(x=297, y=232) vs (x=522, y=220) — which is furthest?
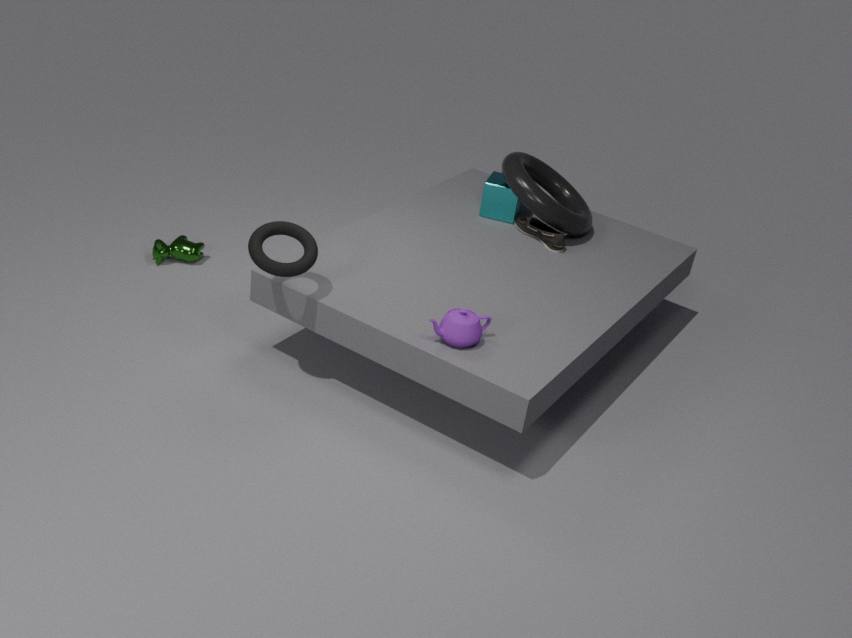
(x=522, y=220)
